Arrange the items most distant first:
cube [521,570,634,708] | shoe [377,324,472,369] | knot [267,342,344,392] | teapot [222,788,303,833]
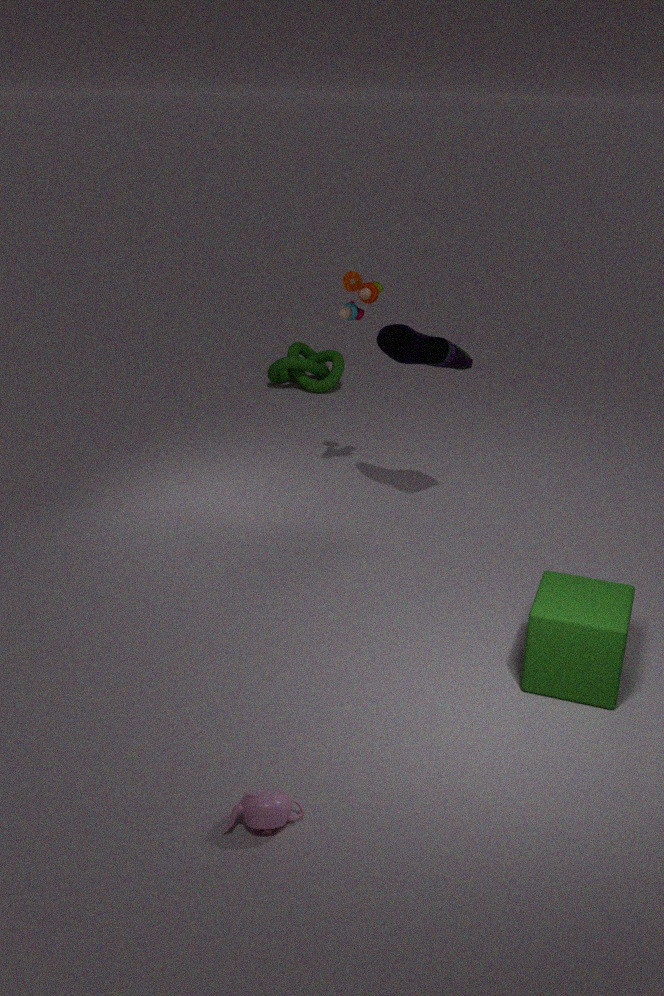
knot [267,342,344,392] → shoe [377,324,472,369] → cube [521,570,634,708] → teapot [222,788,303,833]
